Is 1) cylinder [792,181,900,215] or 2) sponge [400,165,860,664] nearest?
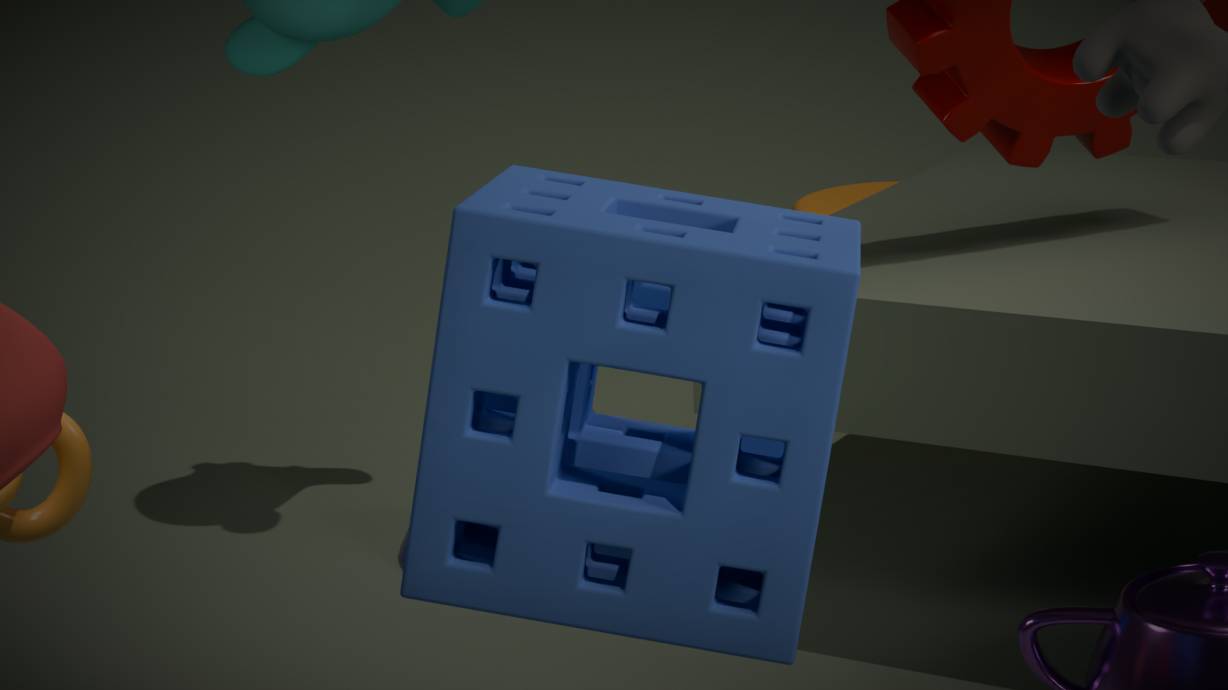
2. sponge [400,165,860,664]
